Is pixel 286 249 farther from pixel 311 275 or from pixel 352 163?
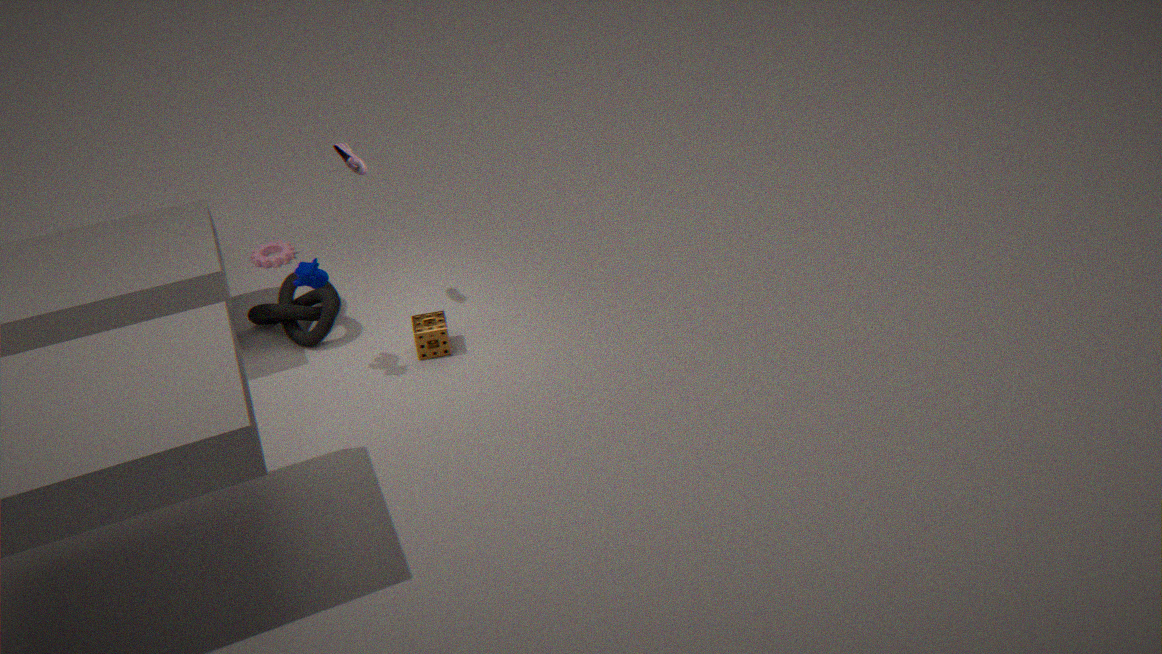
pixel 311 275
